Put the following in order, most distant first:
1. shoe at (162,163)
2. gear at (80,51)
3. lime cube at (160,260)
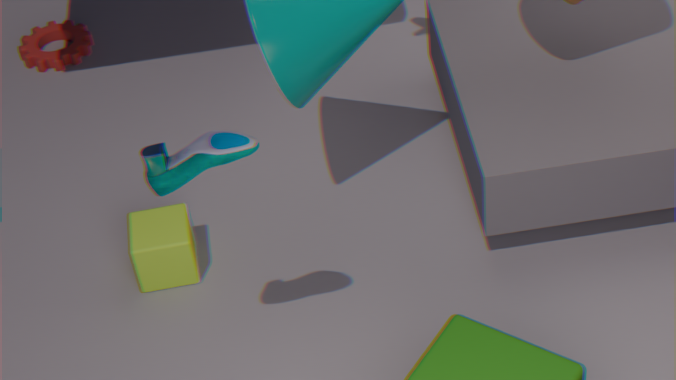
gear at (80,51), lime cube at (160,260), shoe at (162,163)
